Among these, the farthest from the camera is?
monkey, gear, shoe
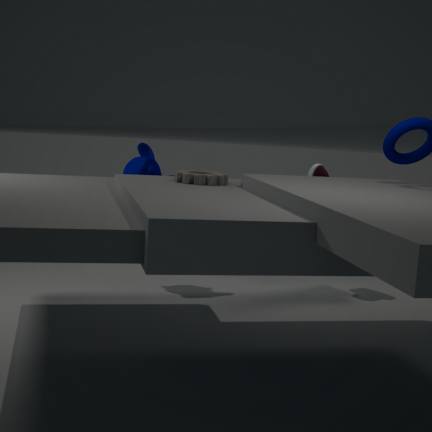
shoe
